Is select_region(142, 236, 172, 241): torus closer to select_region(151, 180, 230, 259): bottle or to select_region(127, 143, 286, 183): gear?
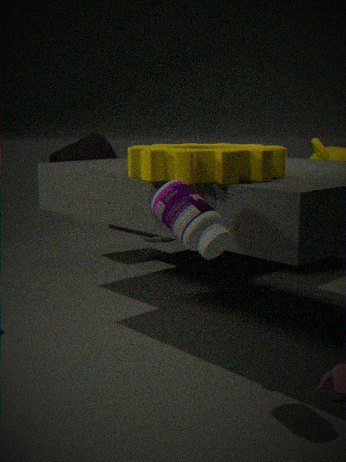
select_region(127, 143, 286, 183): gear
